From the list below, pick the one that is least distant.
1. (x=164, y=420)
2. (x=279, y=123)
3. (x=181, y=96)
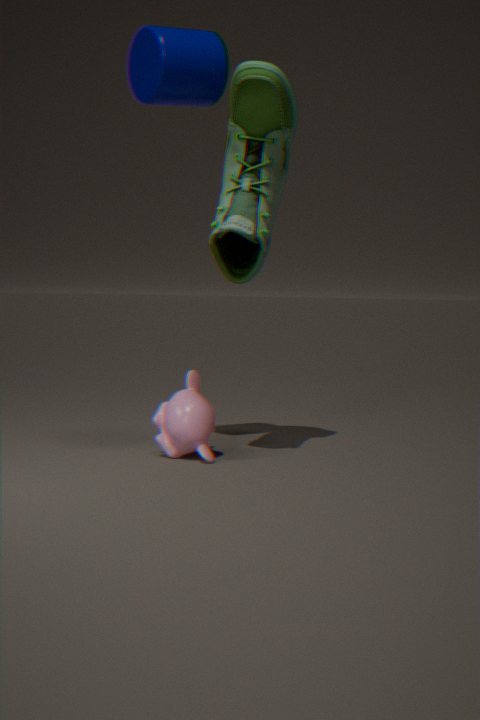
(x=181, y=96)
